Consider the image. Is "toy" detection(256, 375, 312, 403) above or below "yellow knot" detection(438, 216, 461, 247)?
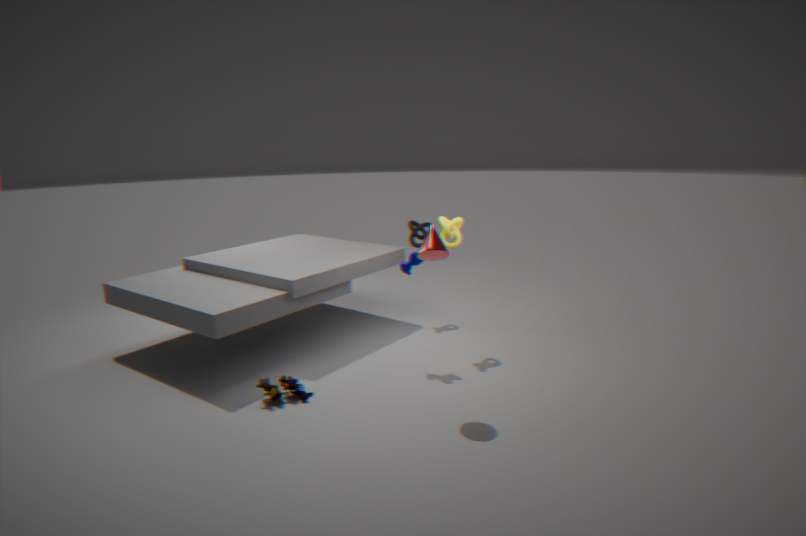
below
